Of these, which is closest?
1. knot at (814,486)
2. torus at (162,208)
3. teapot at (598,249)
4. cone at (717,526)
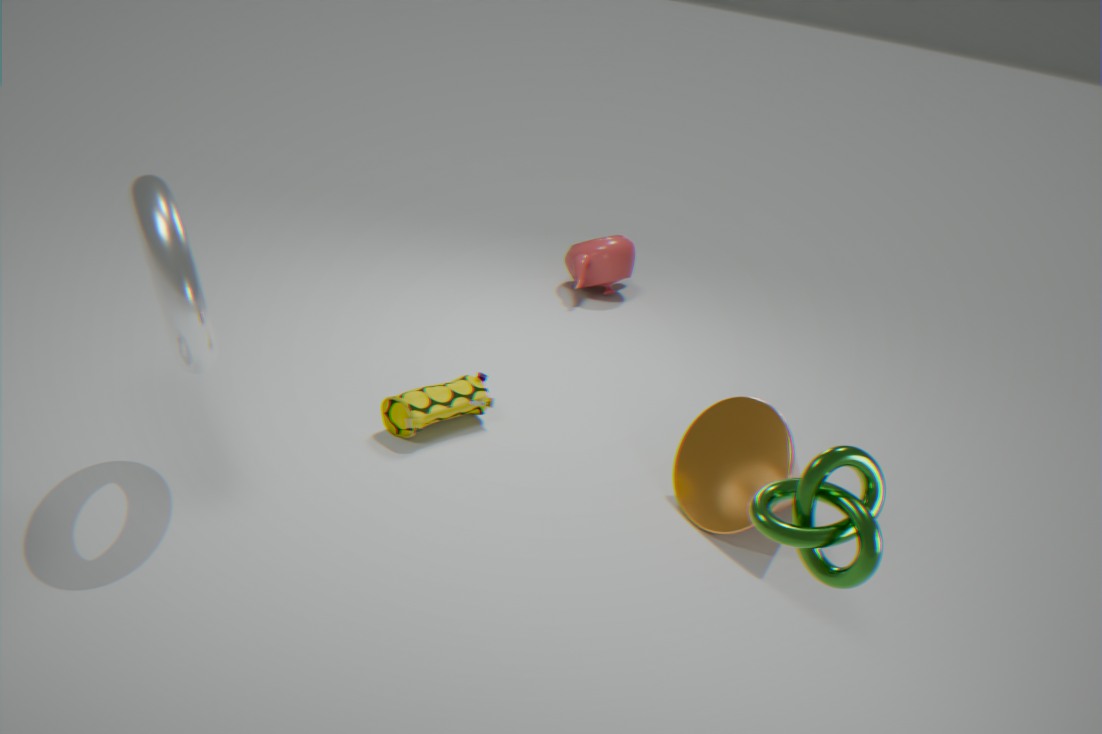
knot at (814,486)
